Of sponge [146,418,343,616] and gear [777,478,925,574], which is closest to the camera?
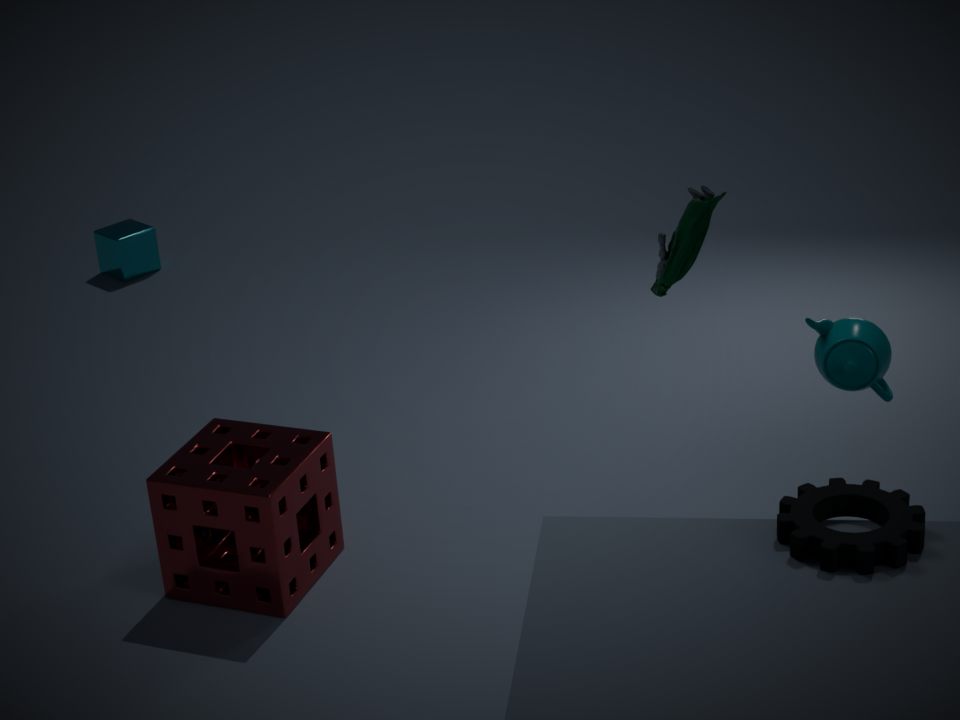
gear [777,478,925,574]
